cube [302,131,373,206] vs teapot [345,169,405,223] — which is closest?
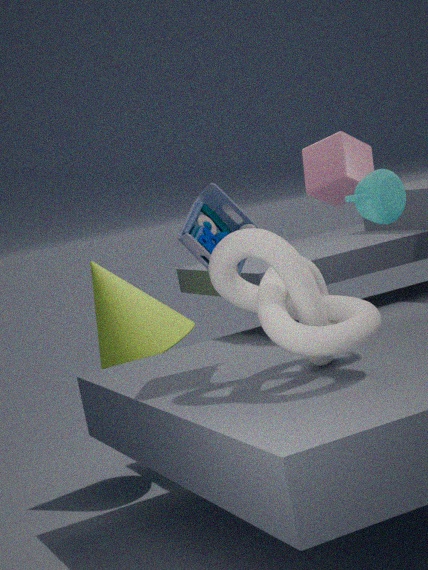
teapot [345,169,405,223]
